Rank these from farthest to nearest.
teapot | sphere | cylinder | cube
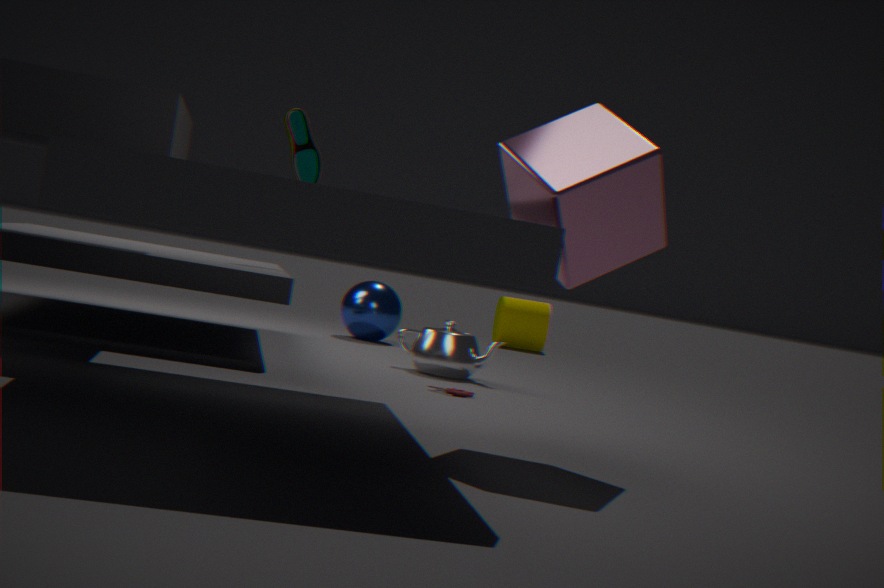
cylinder
sphere
teapot
cube
